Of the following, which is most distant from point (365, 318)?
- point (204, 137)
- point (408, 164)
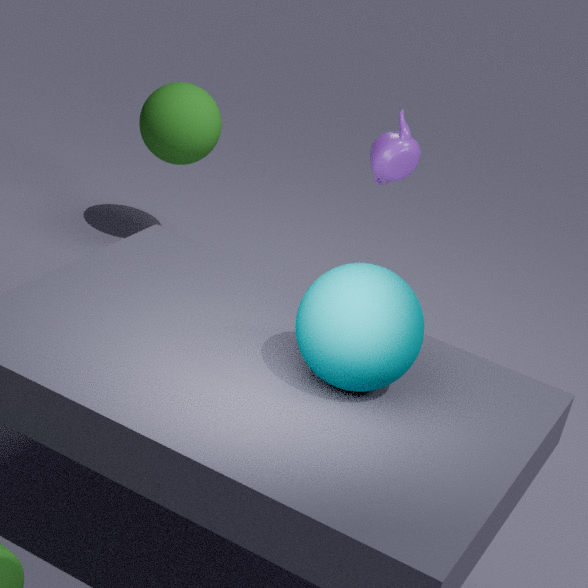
point (204, 137)
